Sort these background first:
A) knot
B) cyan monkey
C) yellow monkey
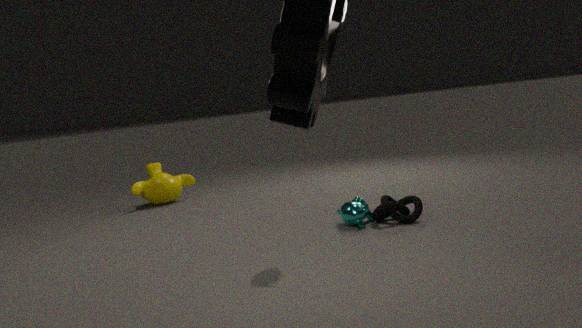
1. yellow monkey
2. cyan monkey
3. knot
